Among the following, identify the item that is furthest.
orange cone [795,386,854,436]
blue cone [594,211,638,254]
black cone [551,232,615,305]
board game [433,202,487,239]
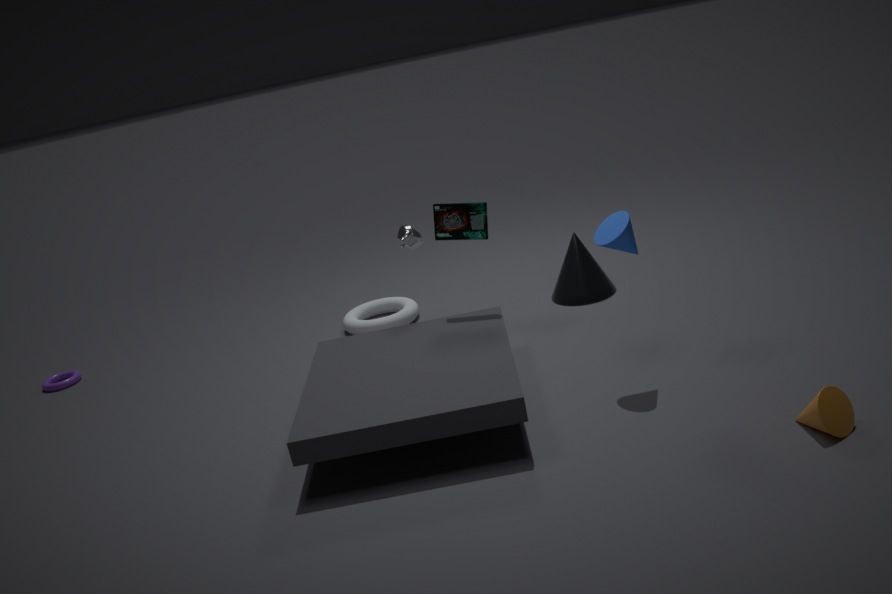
black cone [551,232,615,305]
